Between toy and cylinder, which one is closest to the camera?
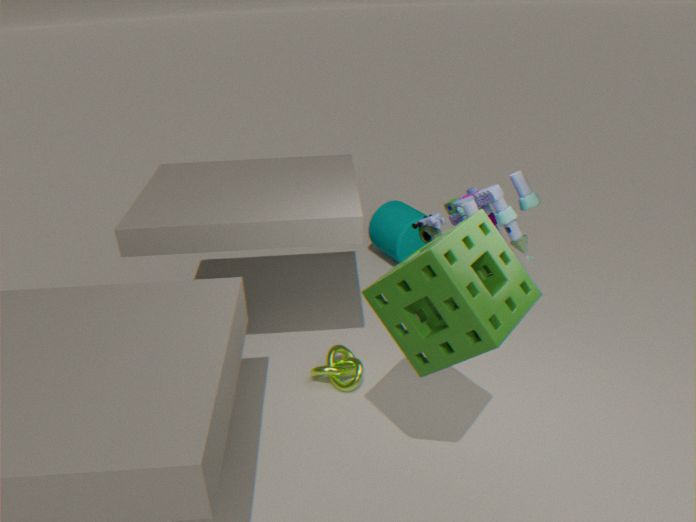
toy
